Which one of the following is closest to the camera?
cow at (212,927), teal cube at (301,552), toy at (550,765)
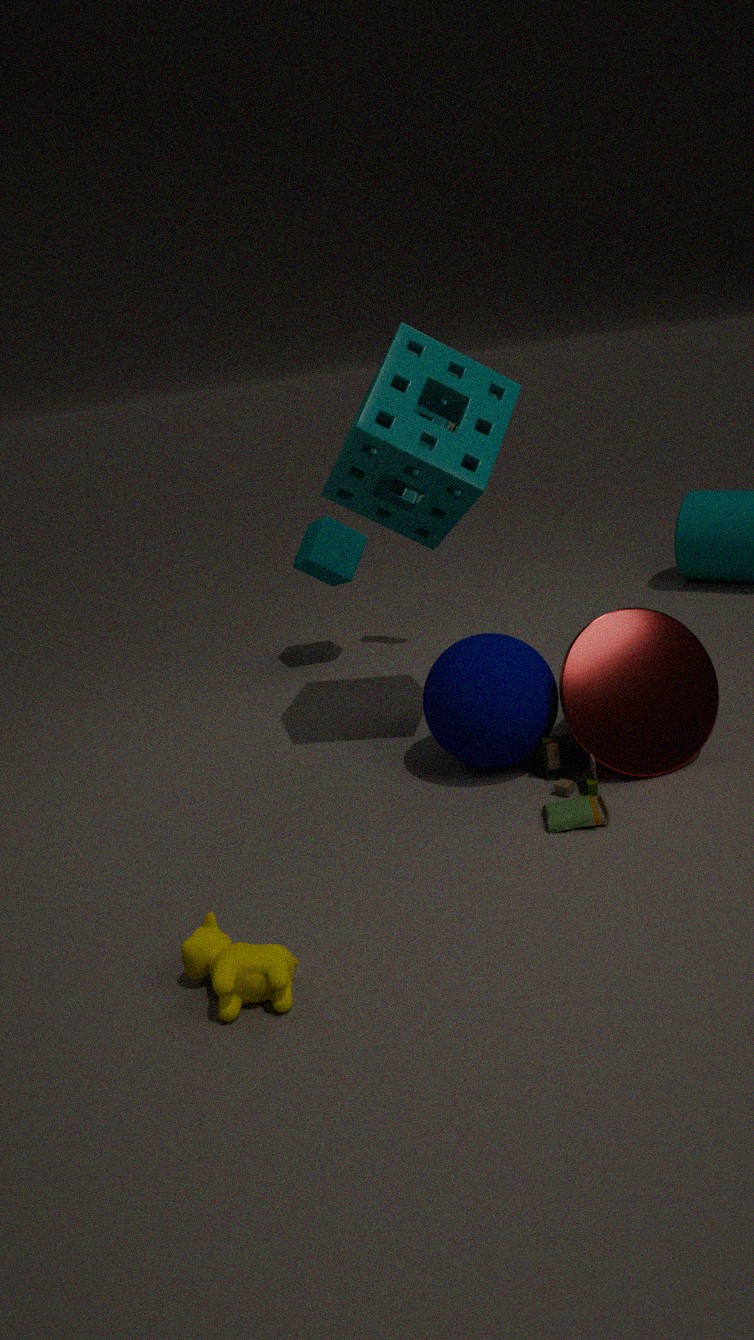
cow at (212,927)
